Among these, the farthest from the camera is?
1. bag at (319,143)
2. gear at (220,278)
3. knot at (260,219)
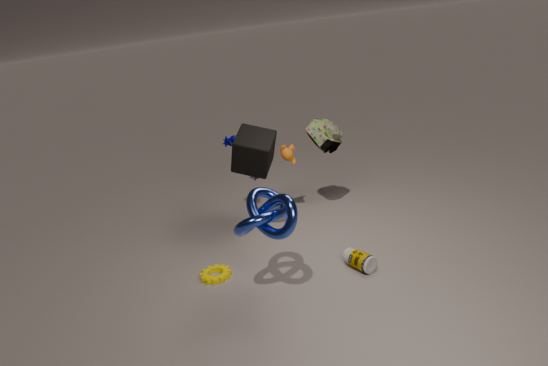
bag at (319,143)
